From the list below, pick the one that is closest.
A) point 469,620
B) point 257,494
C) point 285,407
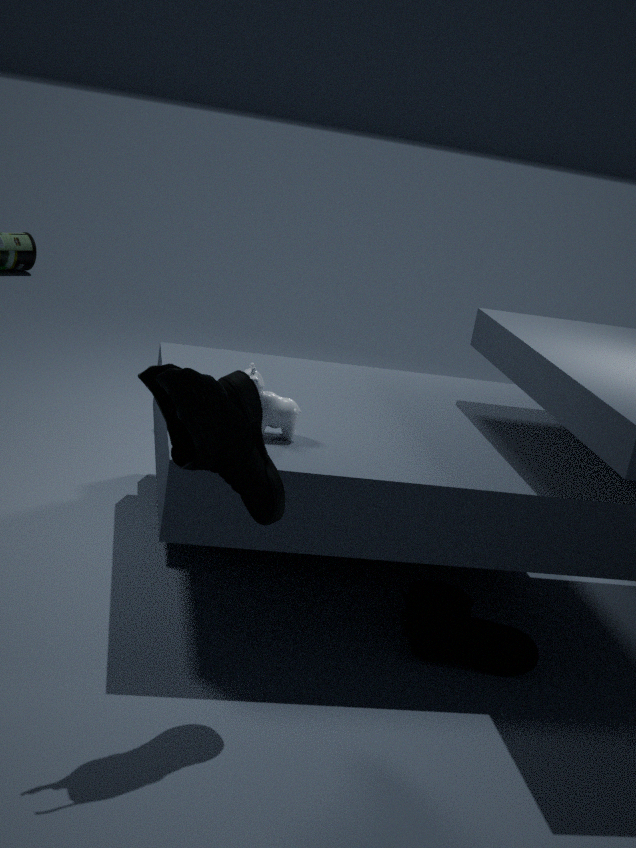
point 257,494
